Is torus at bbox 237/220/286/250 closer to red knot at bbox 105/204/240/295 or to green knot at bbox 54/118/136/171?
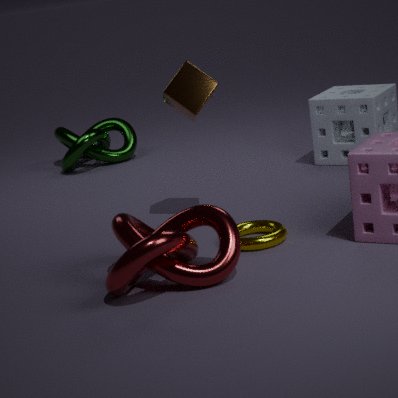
red knot at bbox 105/204/240/295
